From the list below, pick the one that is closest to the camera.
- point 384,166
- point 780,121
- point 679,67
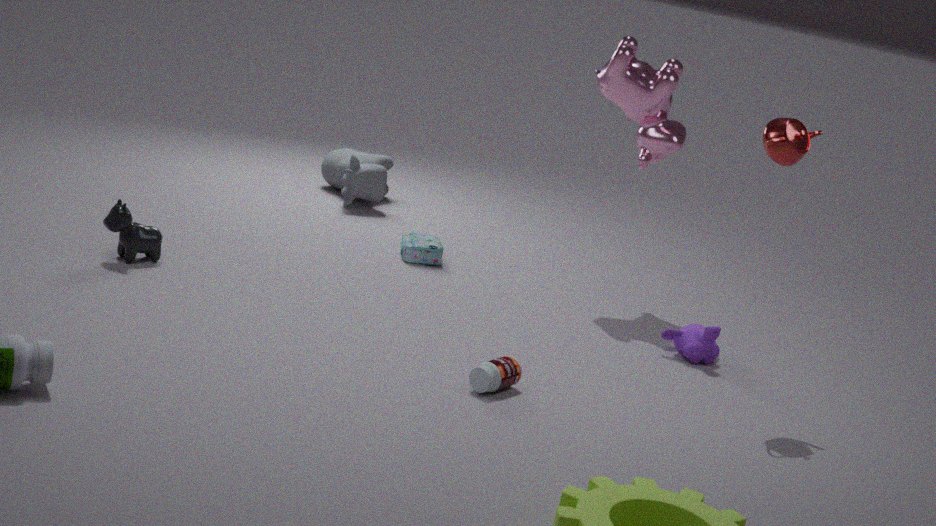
point 780,121
